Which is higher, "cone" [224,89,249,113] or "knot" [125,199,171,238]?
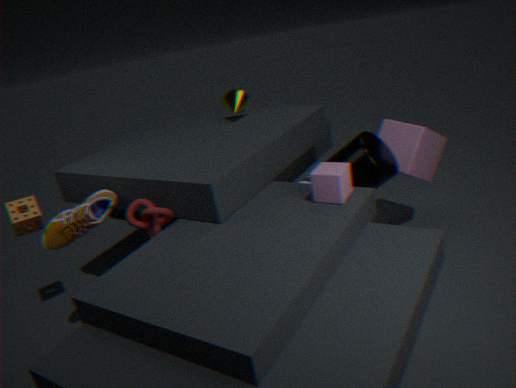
"cone" [224,89,249,113]
